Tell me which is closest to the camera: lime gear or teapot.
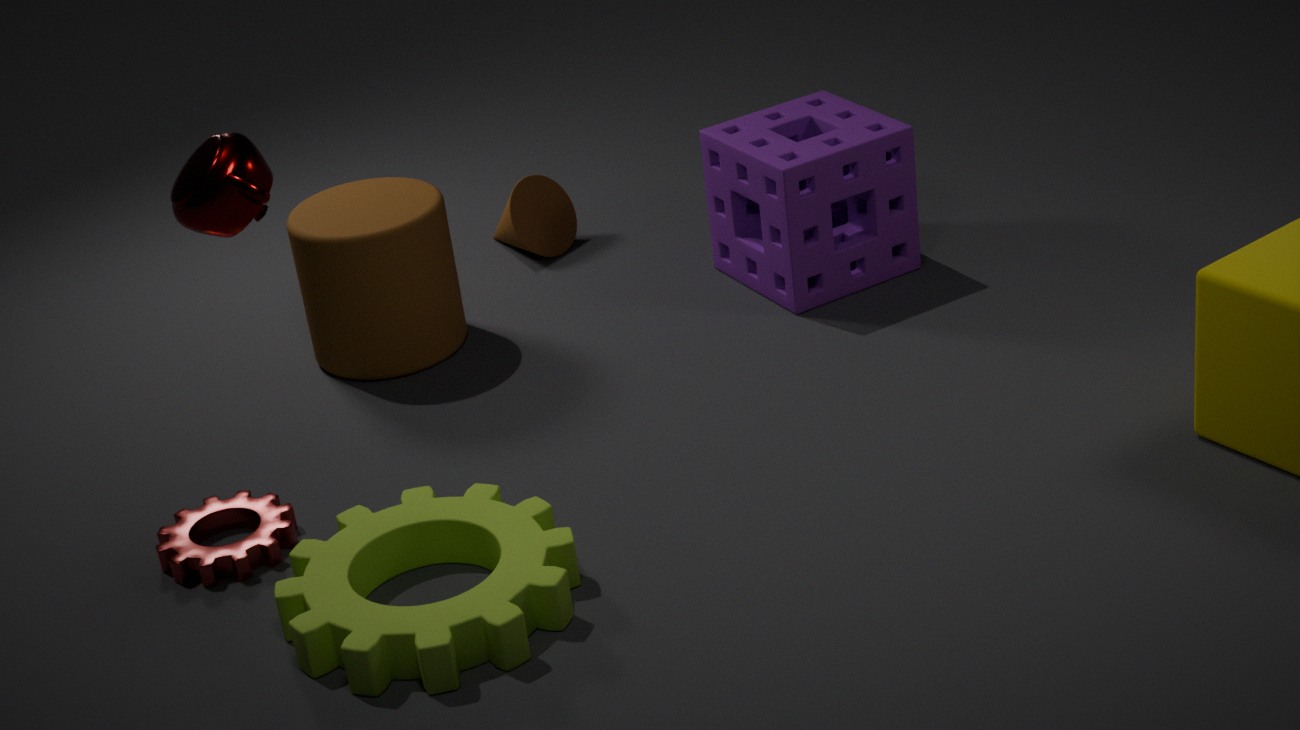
teapot
